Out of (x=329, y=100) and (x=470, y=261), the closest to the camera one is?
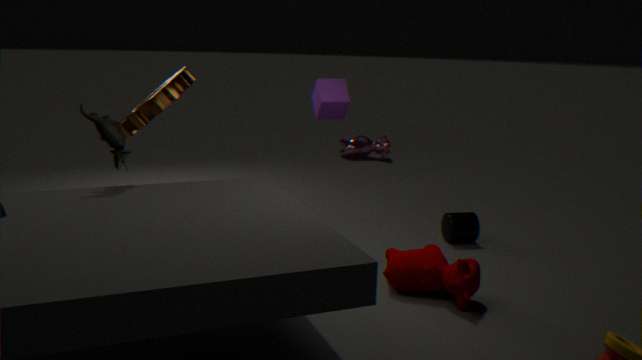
(x=470, y=261)
